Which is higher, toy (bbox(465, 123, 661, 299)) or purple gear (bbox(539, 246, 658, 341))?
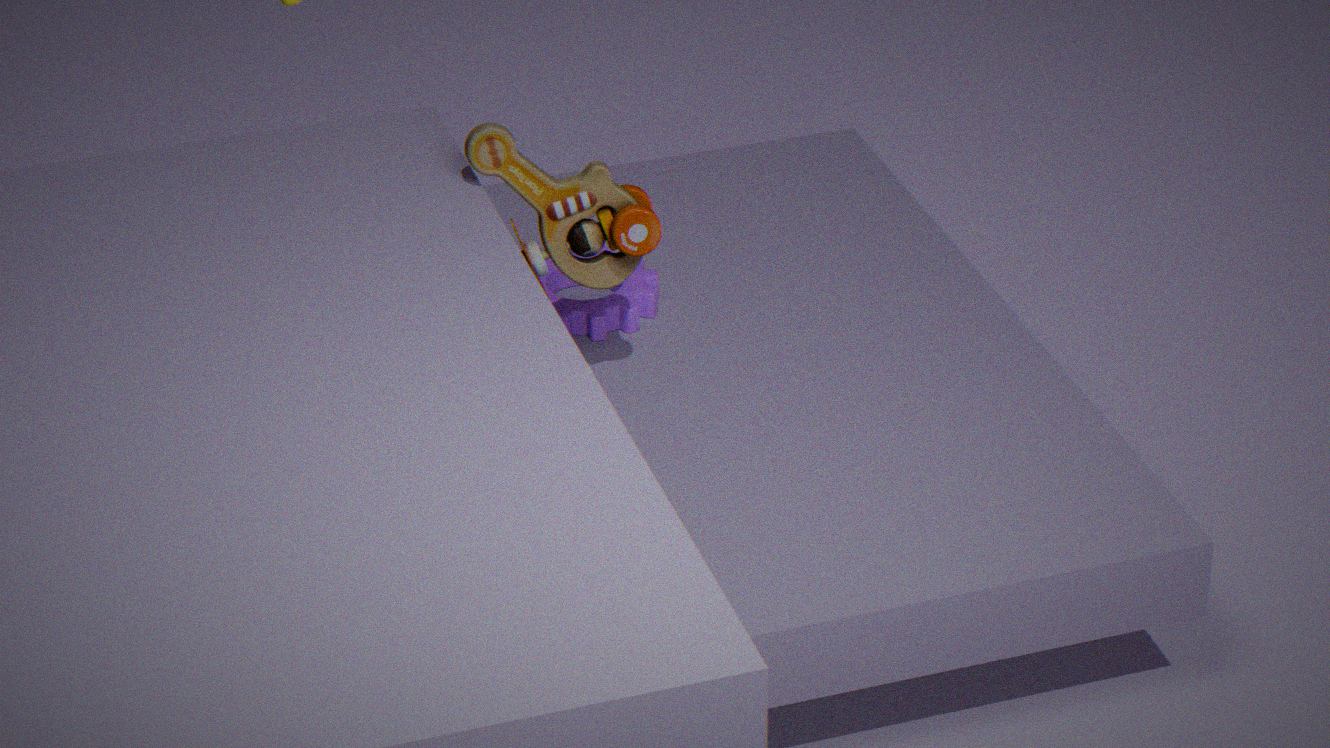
toy (bbox(465, 123, 661, 299))
